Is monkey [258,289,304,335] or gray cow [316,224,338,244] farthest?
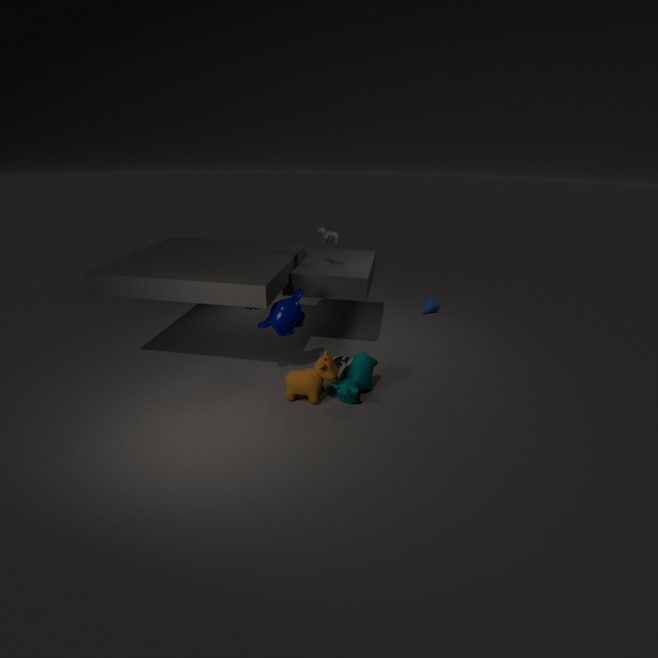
gray cow [316,224,338,244]
